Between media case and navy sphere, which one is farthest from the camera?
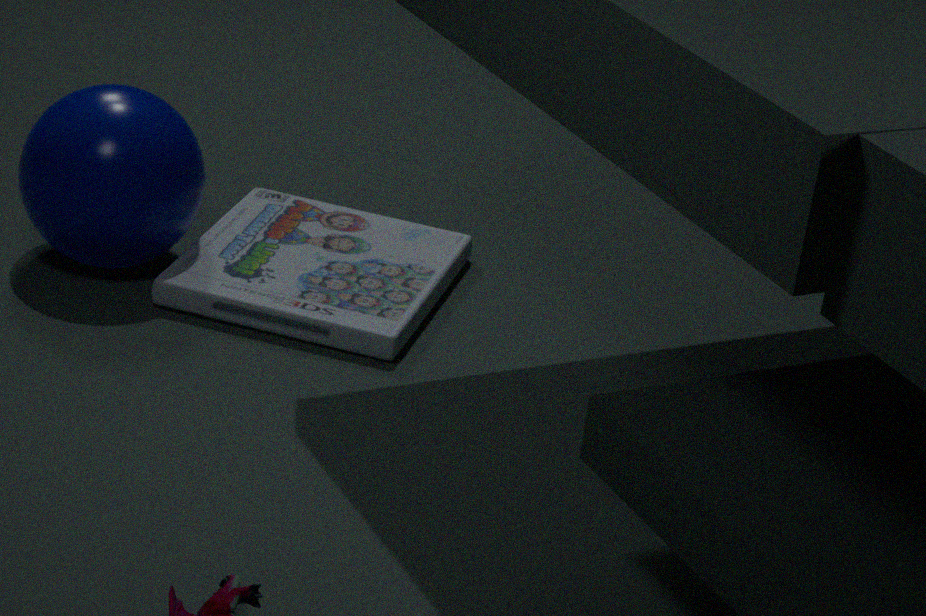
navy sphere
